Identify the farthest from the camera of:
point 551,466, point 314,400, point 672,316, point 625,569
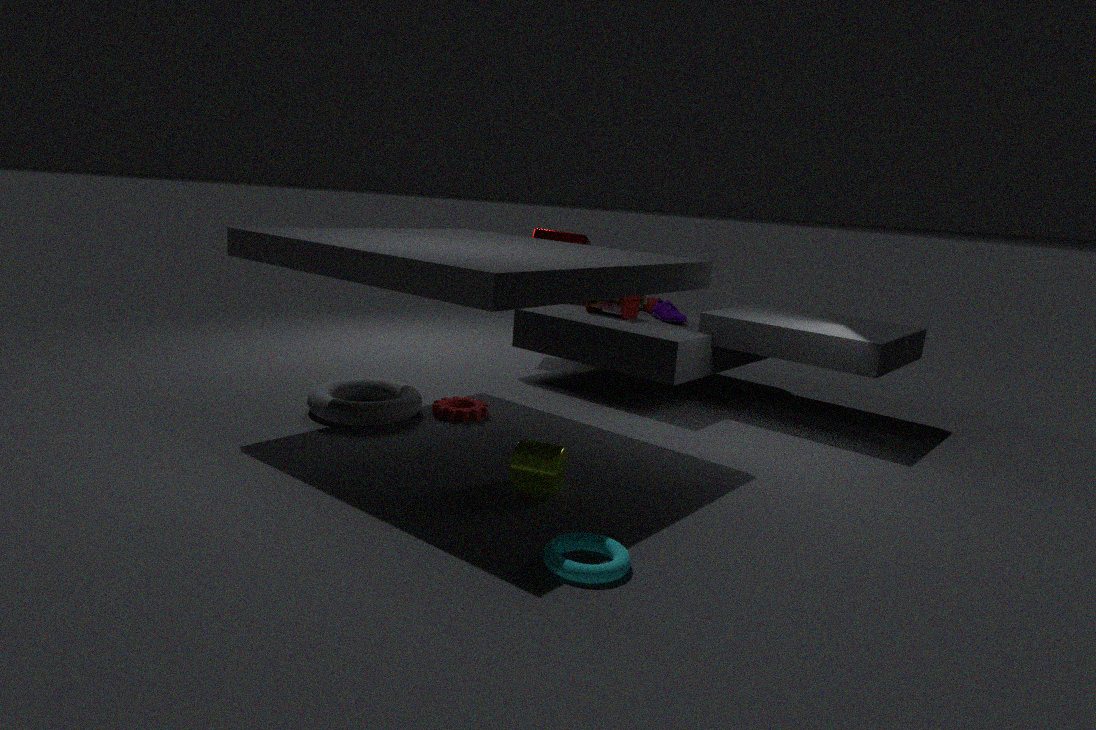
point 672,316
